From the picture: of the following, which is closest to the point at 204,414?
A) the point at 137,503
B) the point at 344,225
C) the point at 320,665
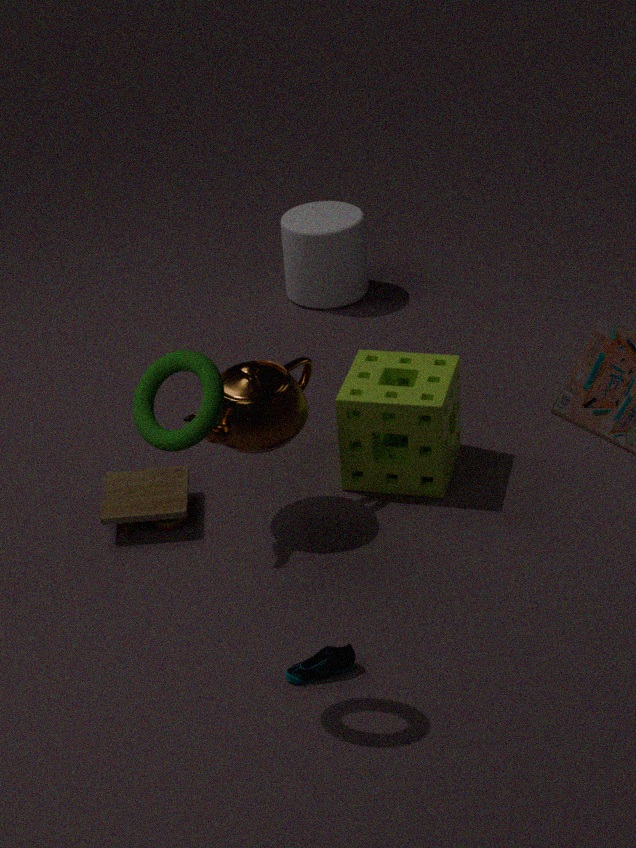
the point at 320,665
